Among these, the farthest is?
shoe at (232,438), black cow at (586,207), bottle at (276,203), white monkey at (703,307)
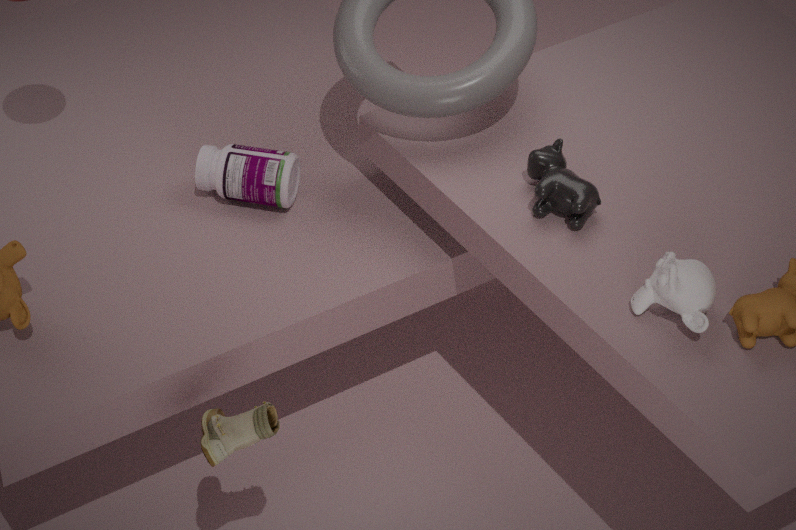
bottle at (276,203)
